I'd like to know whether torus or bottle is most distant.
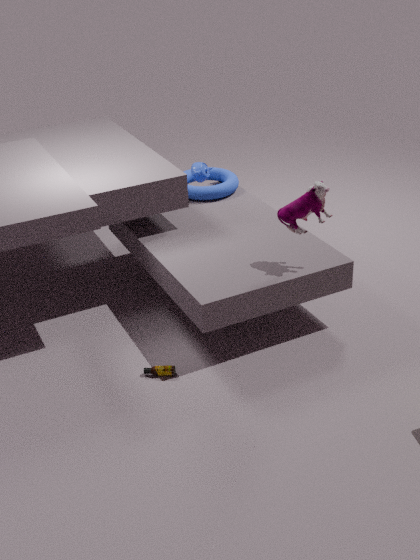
torus
